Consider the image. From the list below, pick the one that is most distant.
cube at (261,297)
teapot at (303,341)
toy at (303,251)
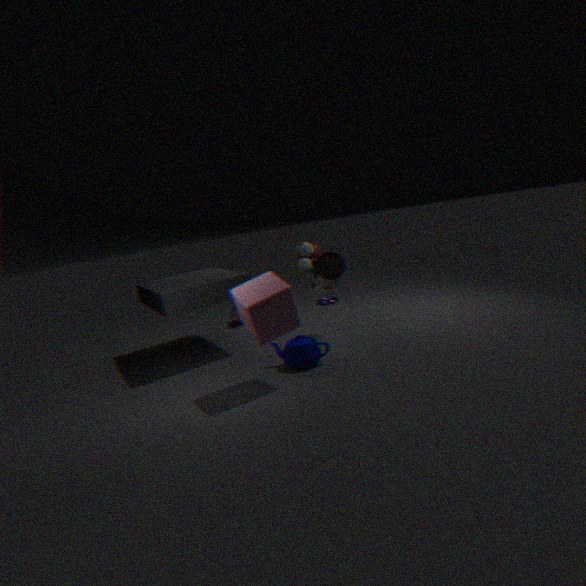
toy at (303,251)
